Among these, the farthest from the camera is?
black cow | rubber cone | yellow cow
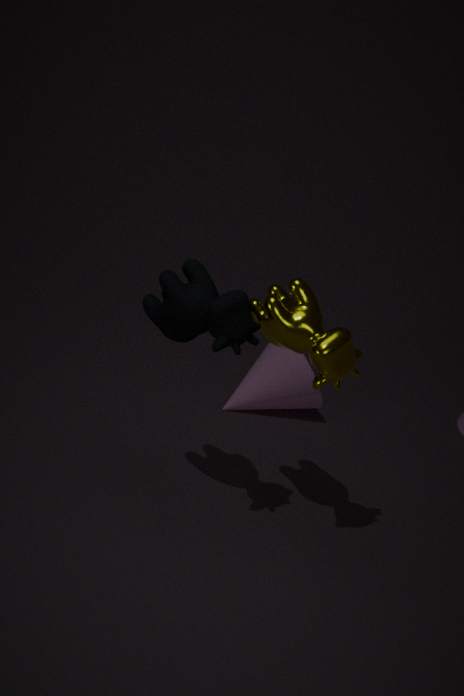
rubber cone
